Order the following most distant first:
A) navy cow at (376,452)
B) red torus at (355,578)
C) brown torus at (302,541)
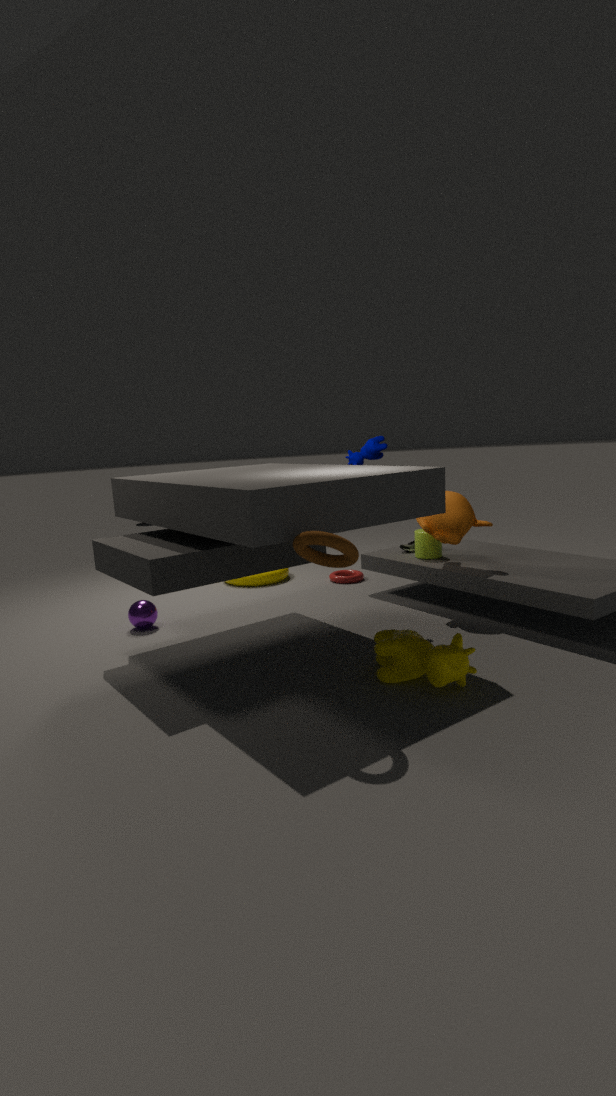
1. red torus at (355,578)
2. navy cow at (376,452)
3. brown torus at (302,541)
